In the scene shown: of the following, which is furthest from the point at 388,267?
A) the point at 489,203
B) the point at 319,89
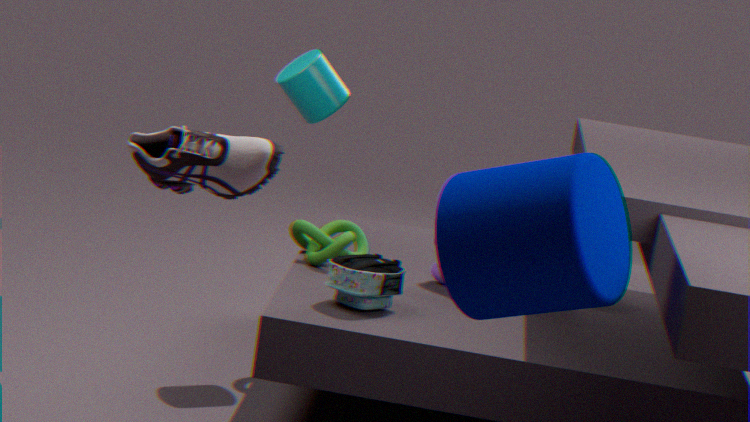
the point at 489,203
